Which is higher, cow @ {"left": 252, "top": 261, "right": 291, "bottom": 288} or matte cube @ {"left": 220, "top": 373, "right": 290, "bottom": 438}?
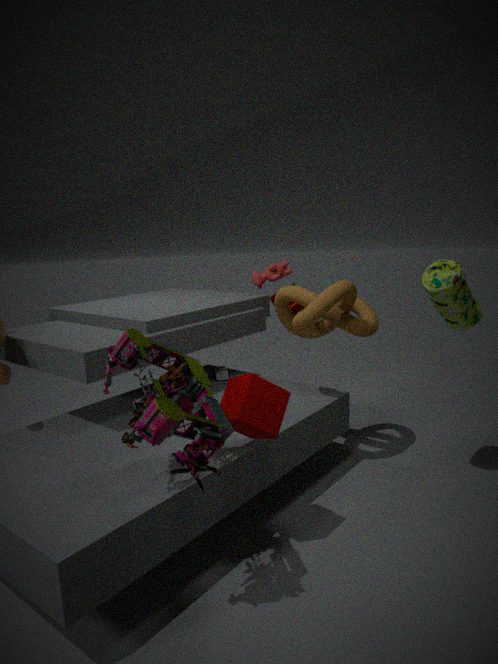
cow @ {"left": 252, "top": 261, "right": 291, "bottom": 288}
